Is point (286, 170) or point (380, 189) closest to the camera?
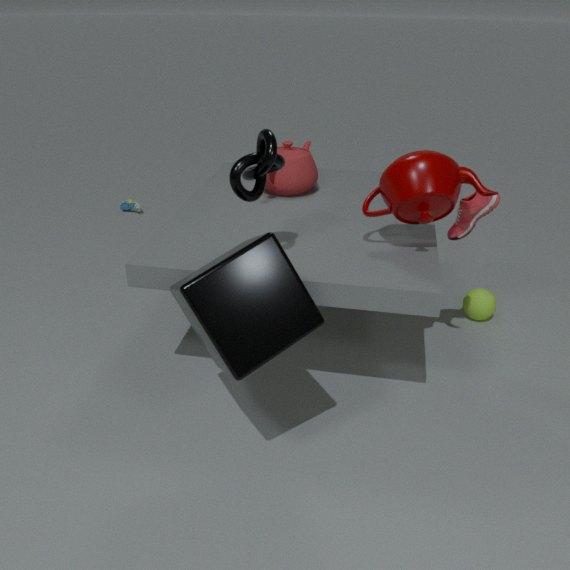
point (380, 189)
